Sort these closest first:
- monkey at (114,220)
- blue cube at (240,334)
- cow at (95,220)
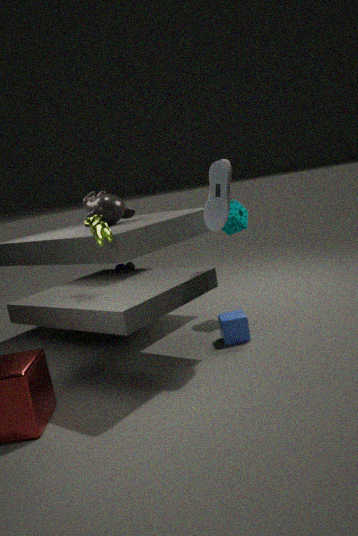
cow at (95,220) < blue cube at (240,334) < monkey at (114,220)
